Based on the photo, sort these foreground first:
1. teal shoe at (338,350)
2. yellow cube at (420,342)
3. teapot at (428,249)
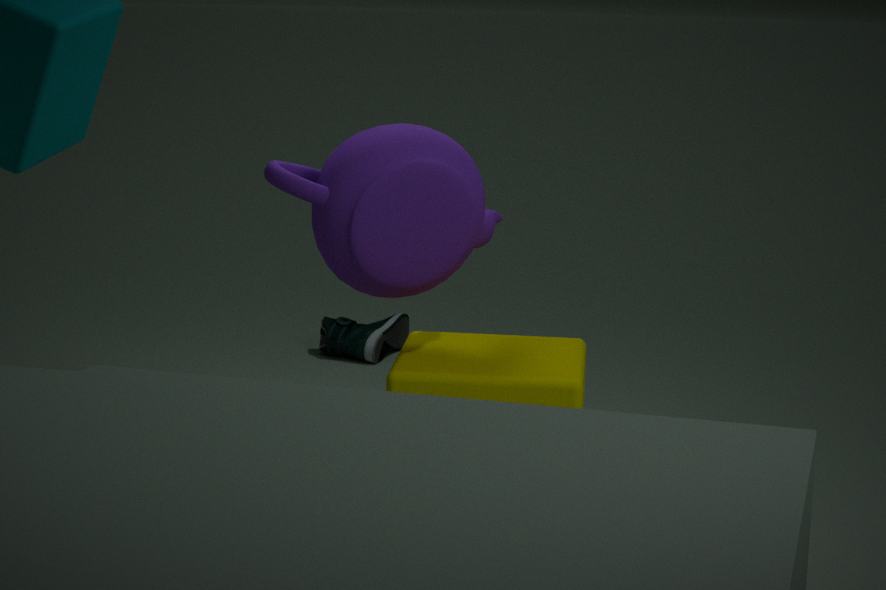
→ teapot at (428,249)
yellow cube at (420,342)
teal shoe at (338,350)
